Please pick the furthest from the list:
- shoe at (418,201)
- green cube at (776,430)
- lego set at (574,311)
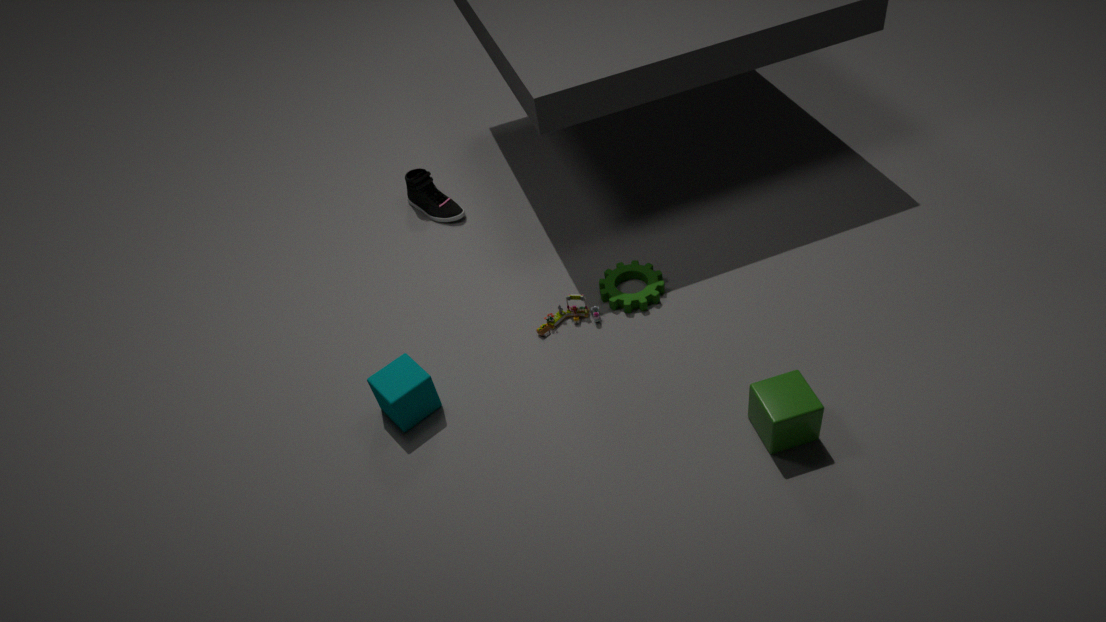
shoe at (418,201)
